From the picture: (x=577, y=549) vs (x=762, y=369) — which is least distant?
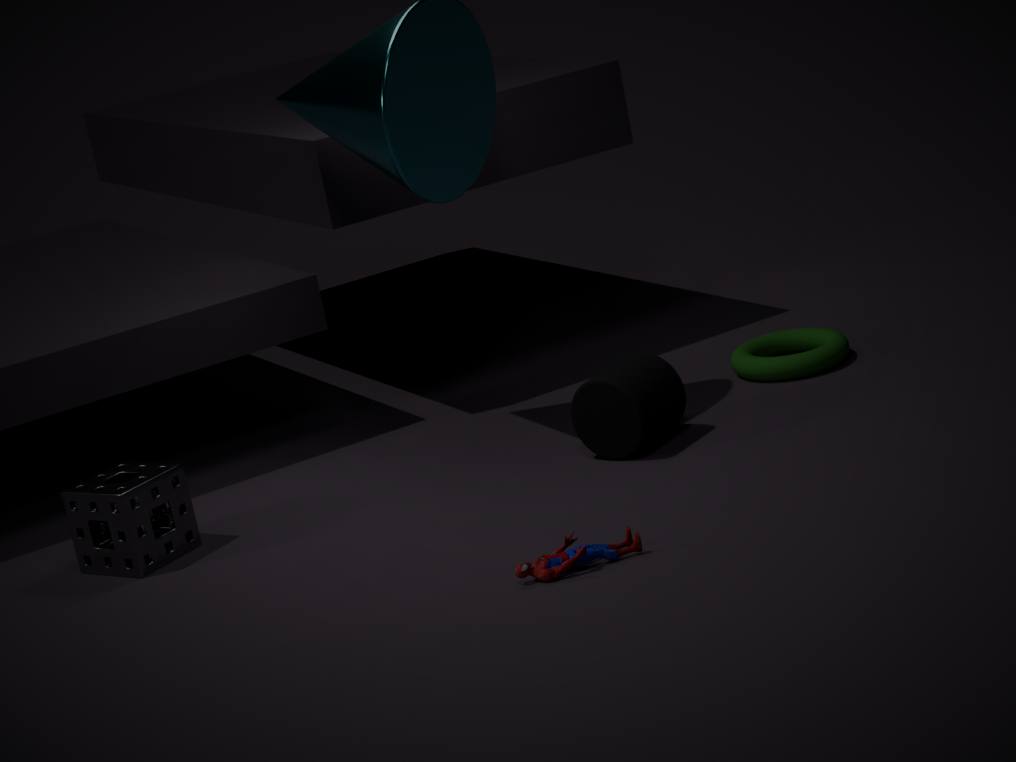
(x=577, y=549)
